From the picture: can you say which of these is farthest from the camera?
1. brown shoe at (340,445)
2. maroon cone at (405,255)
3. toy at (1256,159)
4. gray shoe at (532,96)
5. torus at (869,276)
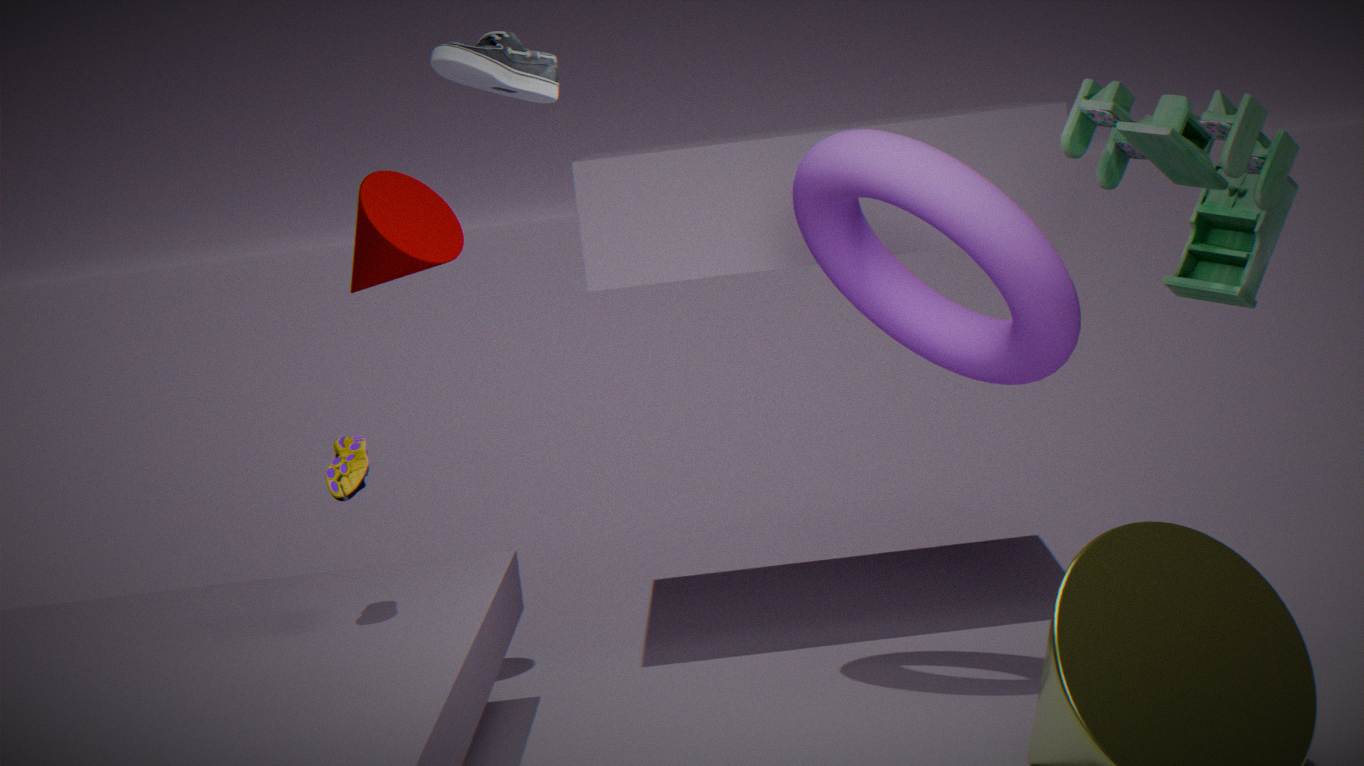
maroon cone at (405,255)
